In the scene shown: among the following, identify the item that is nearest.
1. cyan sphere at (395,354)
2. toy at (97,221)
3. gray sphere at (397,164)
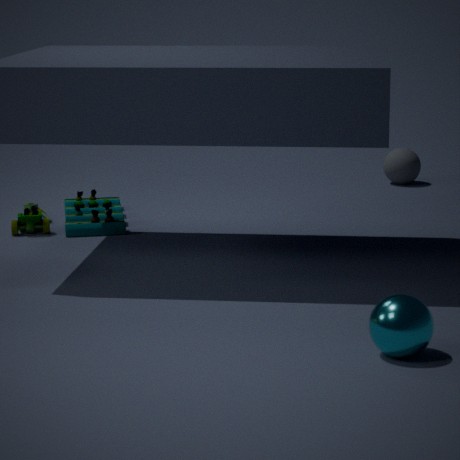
cyan sphere at (395,354)
